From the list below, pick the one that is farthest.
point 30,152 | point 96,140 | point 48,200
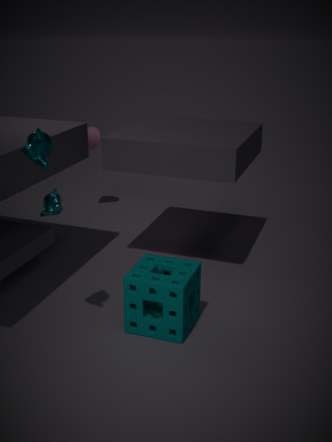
point 96,140
